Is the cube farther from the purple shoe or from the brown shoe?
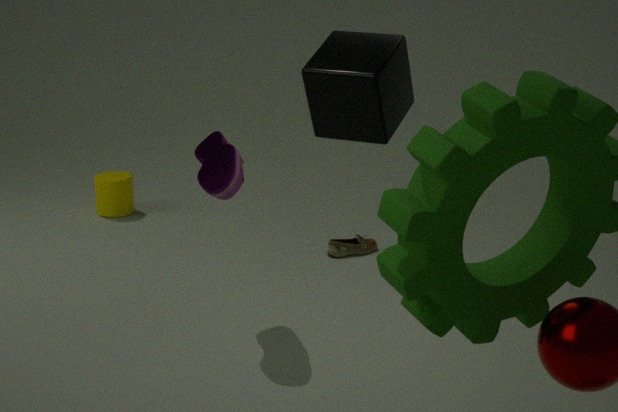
the brown shoe
